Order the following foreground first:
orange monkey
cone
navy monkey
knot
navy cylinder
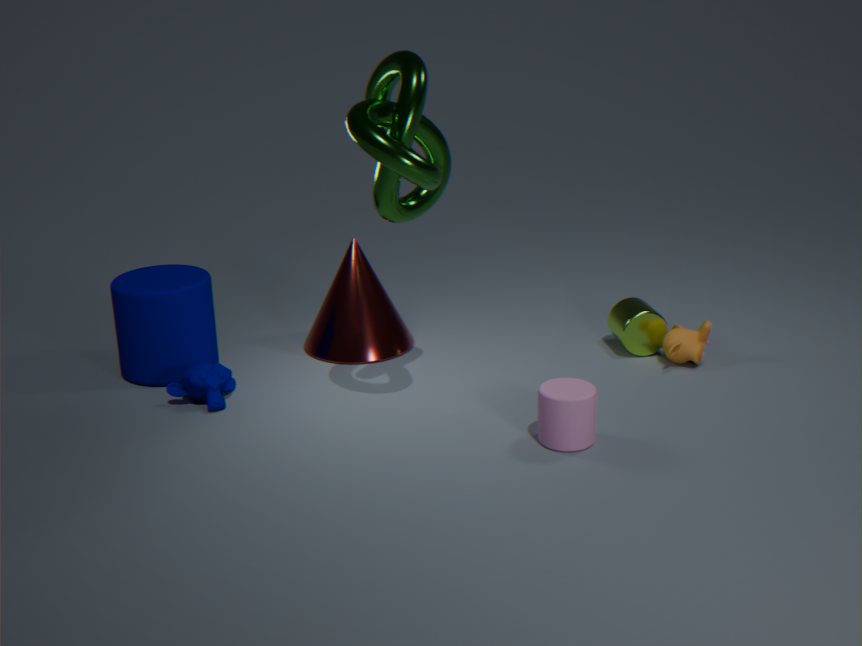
1. knot
2. navy monkey
3. navy cylinder
4. orange monkey
5. cone
